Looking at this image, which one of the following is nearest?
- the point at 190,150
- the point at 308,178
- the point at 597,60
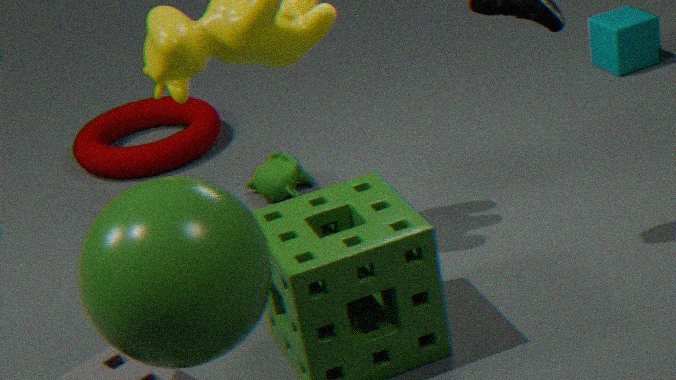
the point at 308,178
